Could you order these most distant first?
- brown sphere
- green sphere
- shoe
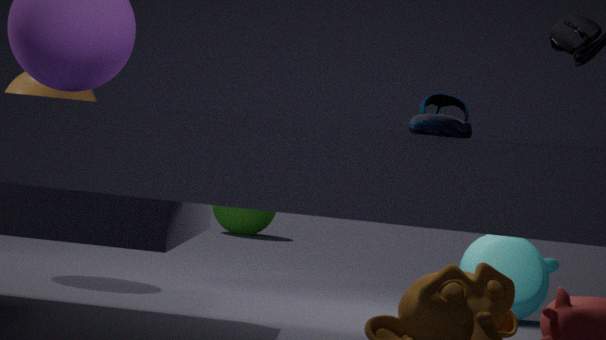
1. green sphere
2. brown sphere
3. shoe
